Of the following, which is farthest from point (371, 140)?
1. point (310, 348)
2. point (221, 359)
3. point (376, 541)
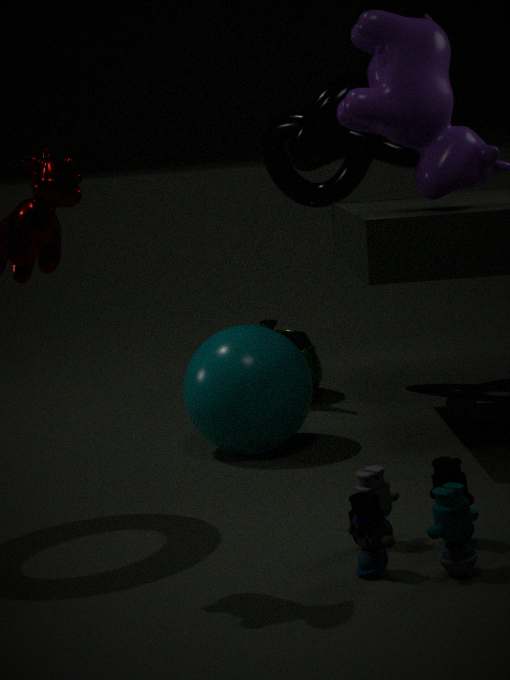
point (376, 541)
